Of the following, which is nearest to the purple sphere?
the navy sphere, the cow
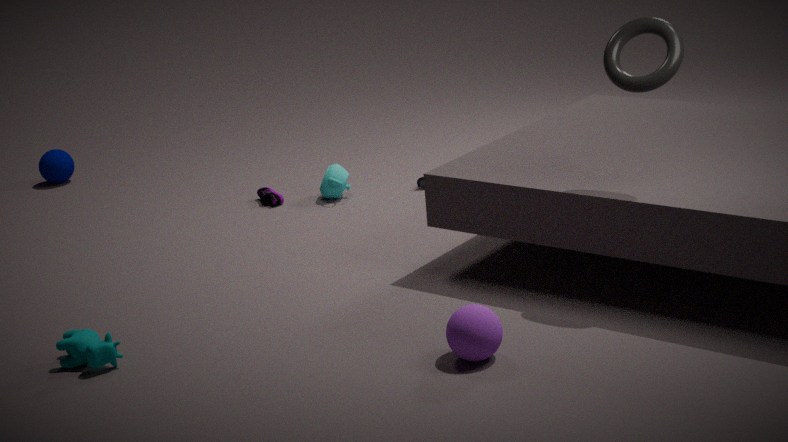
the cow
